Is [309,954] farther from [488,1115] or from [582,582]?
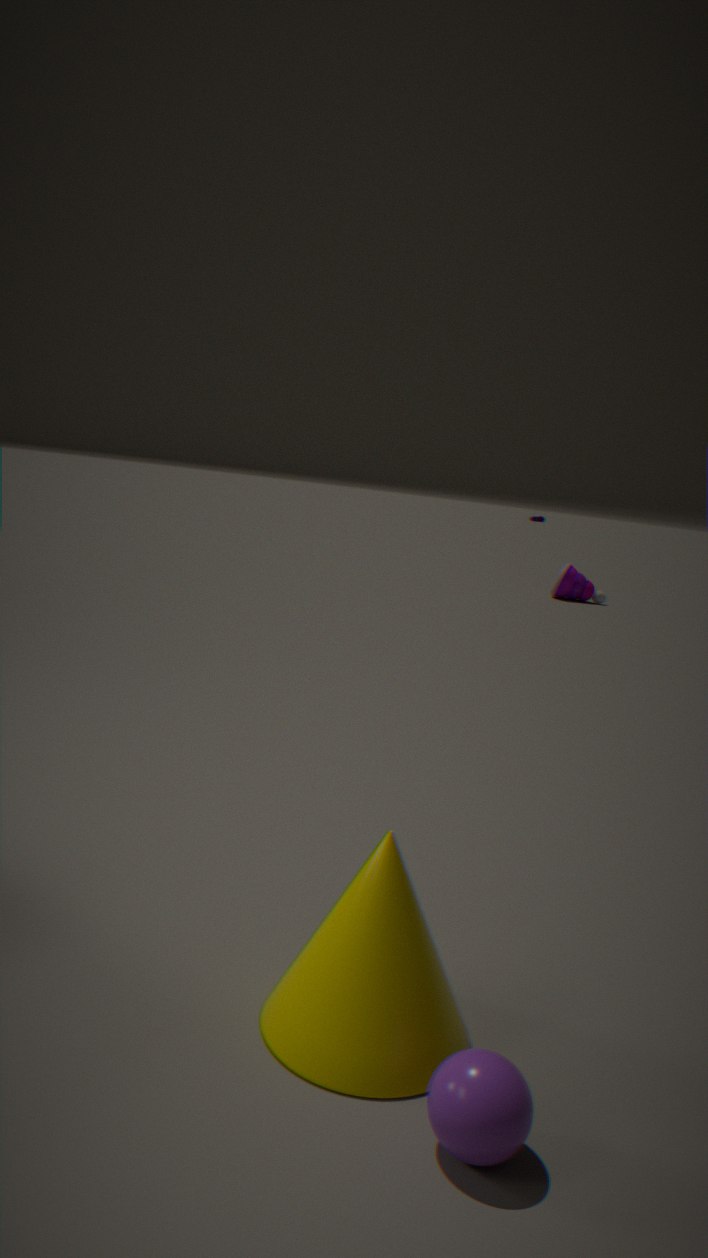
[582,582]
